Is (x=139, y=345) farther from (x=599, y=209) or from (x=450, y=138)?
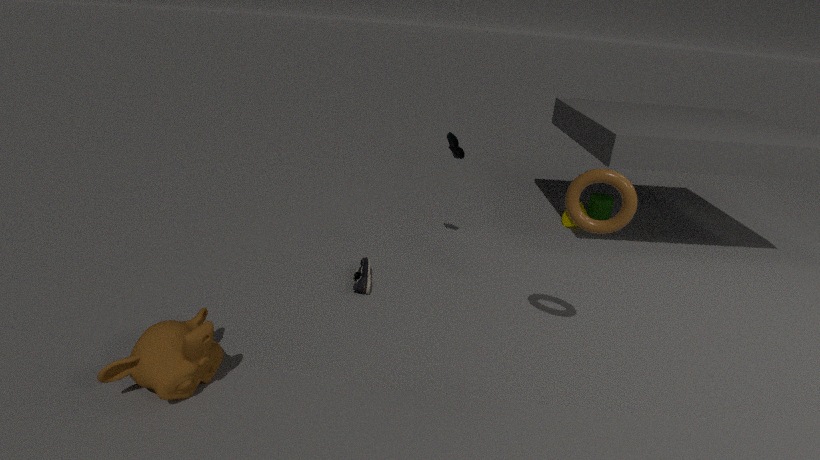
(x=599, y=209)
